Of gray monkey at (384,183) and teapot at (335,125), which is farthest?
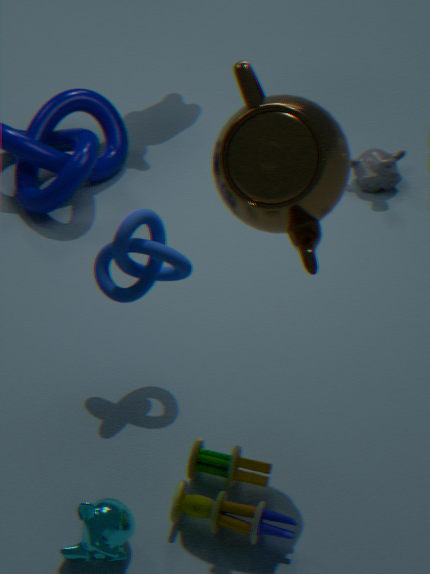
gray monkey at (384,183)
